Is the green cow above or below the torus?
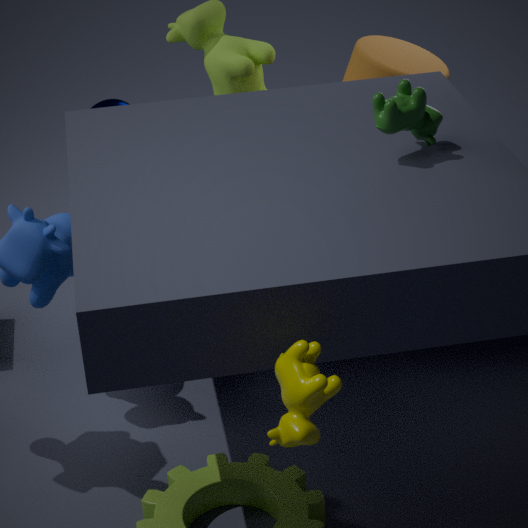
above
